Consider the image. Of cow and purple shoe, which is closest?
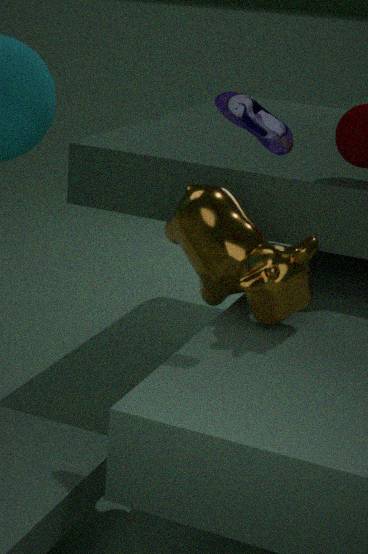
purple shoe
